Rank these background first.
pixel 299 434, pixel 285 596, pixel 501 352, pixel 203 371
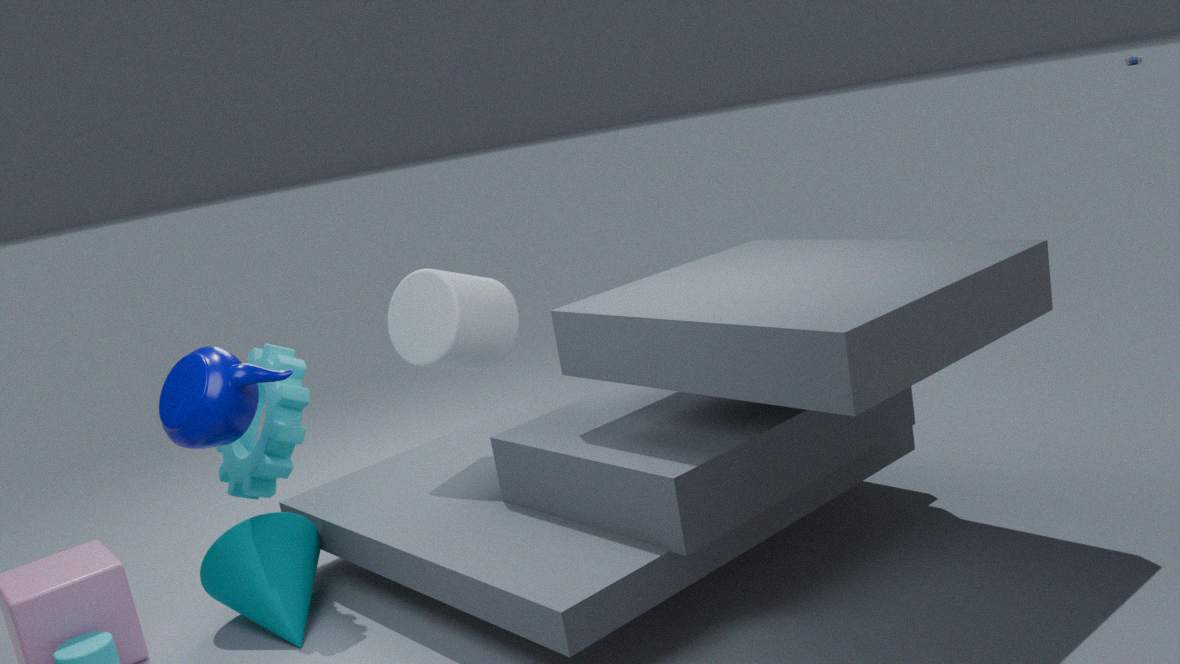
pixel 501 352 → pixel 299 434 → pixel 285 596 → pixel 203 371
